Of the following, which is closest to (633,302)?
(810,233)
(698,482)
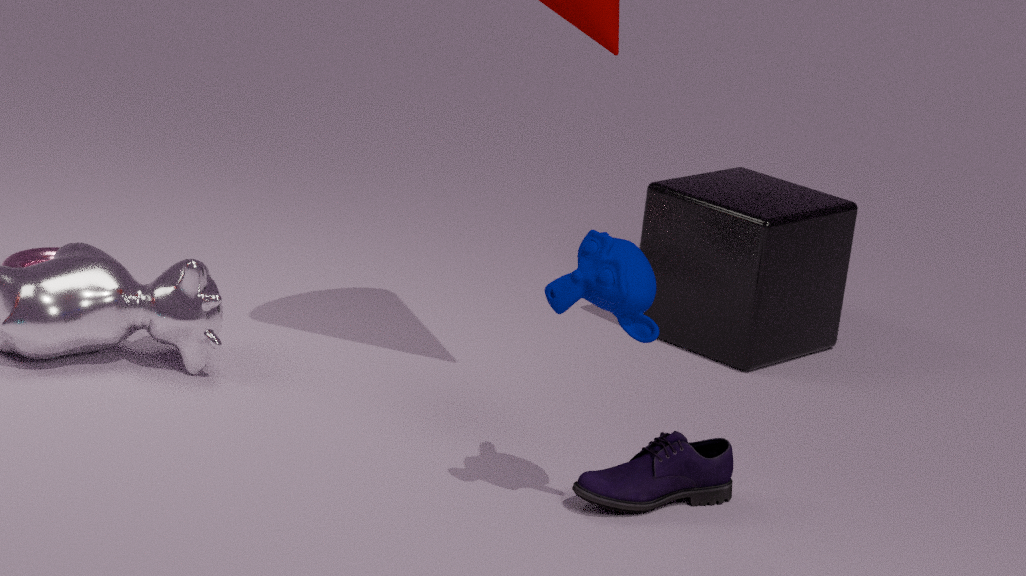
(698,482)
